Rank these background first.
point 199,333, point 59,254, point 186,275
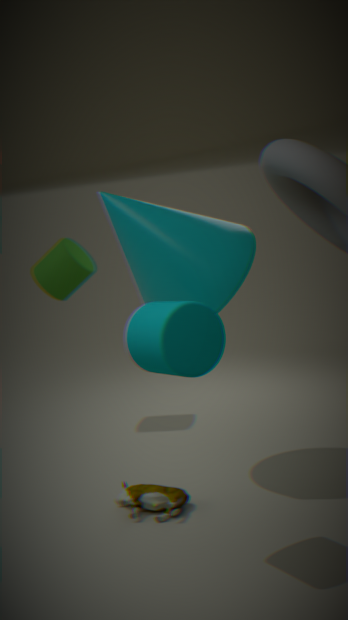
point 59,254, point 186,275, point 199,333
